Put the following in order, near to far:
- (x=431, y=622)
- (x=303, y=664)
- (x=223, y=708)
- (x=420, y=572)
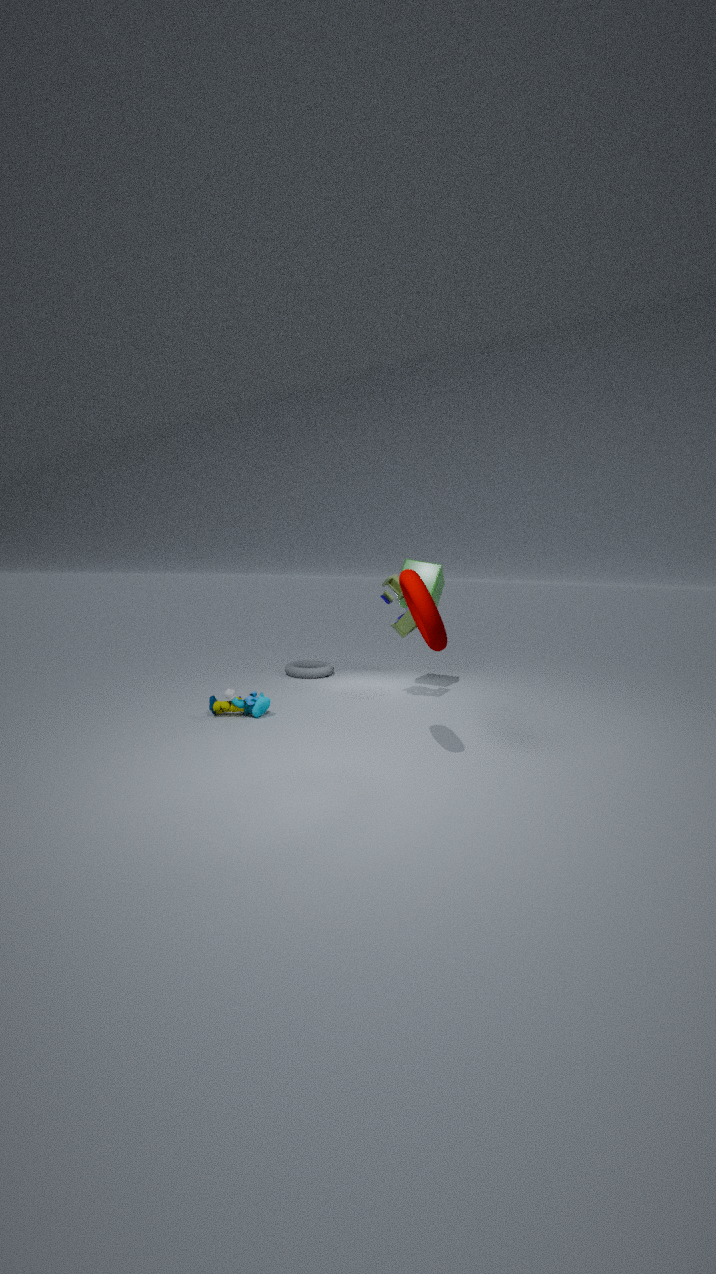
(x=431, y=622), (x=223, y=708), (x=420, y=572), (x=303, y=664)
